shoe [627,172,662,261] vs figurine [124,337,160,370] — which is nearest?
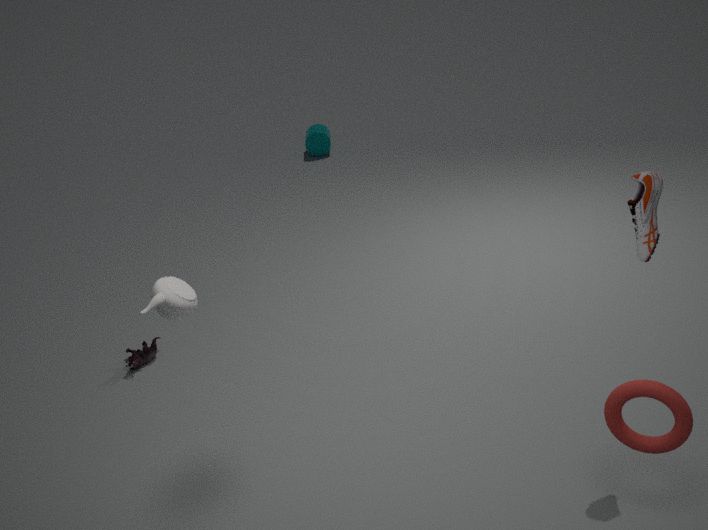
shoe [627,172,662,261]
